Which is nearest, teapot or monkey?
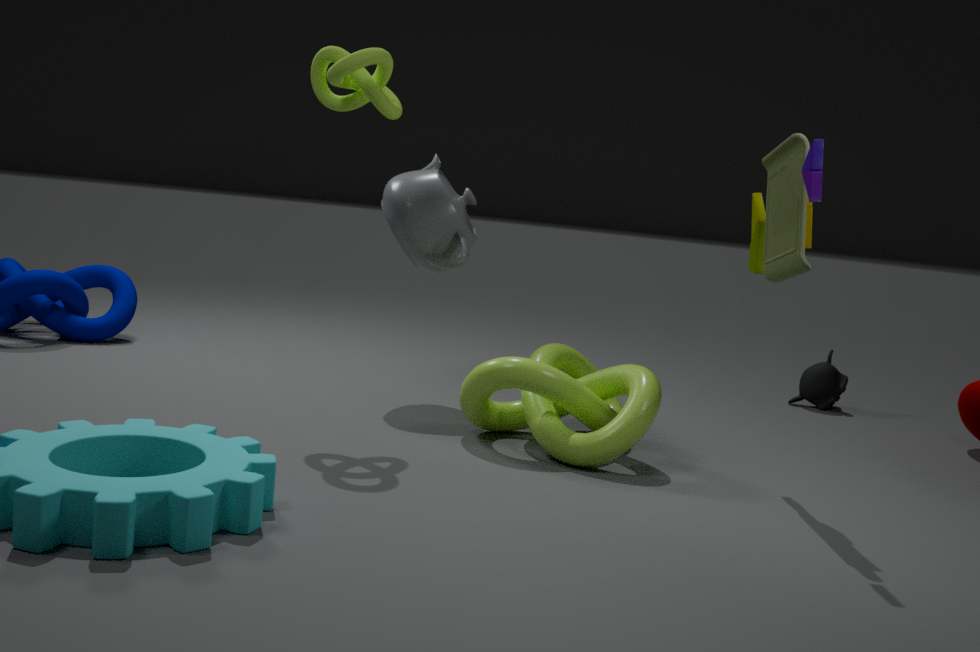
teapot
